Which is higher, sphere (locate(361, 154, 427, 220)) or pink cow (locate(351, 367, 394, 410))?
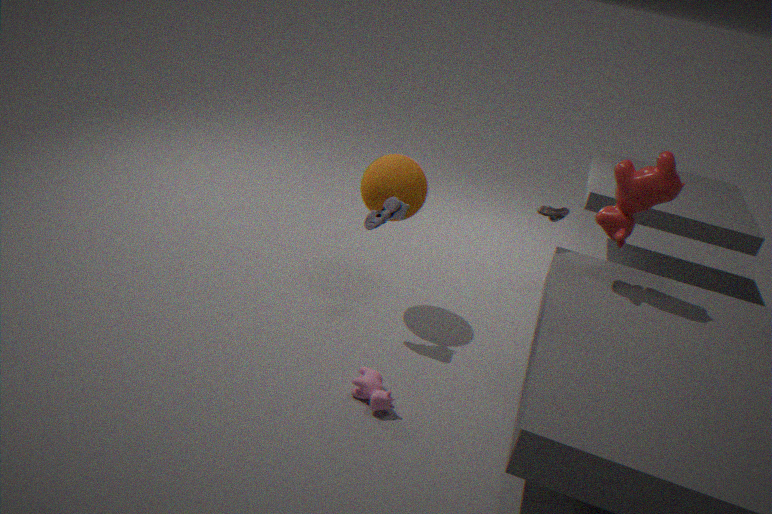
sphere (locate(361, 154, 427, 220))
